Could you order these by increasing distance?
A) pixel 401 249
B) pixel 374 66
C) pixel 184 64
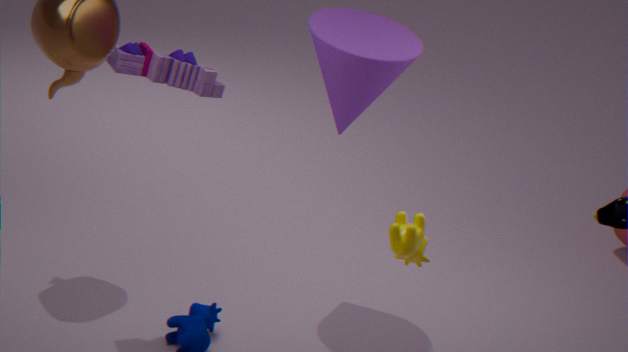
pixel 401 249, pixel 184 64, pixel 374 66
